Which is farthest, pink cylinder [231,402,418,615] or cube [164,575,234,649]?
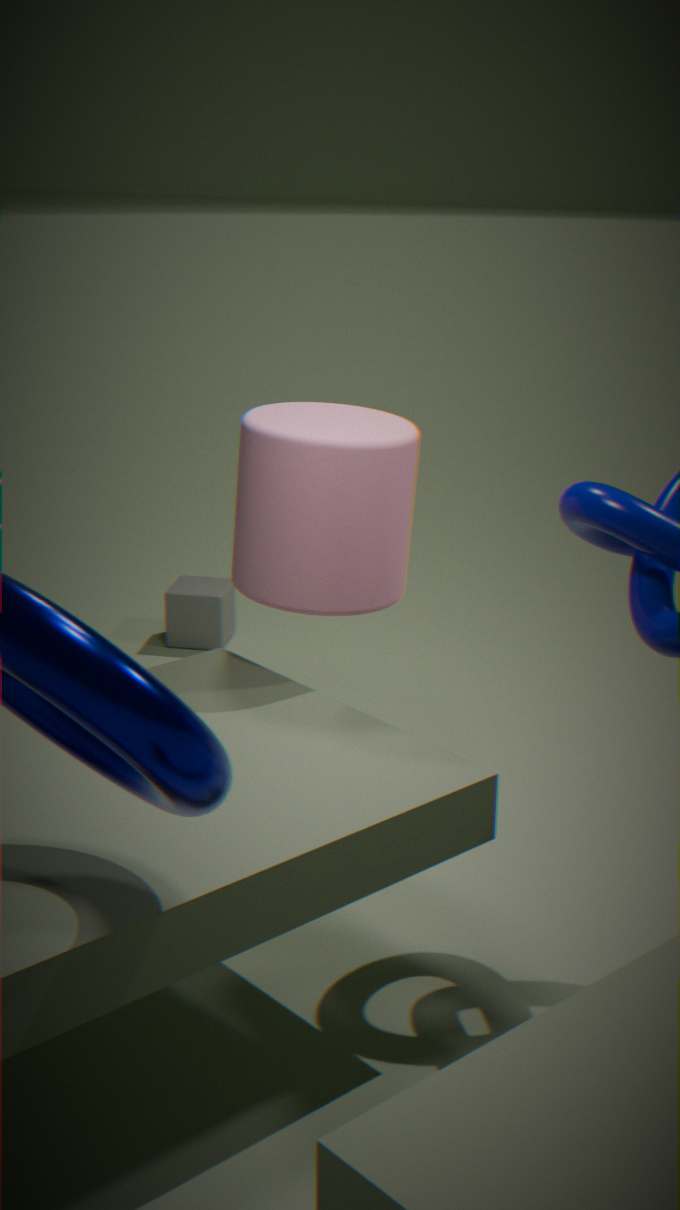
cube [164,575,234,649]
